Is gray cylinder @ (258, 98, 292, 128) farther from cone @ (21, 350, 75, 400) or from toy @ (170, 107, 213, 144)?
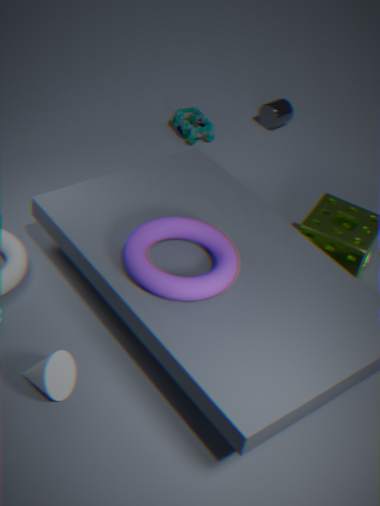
cone @ (21, 350, 75, 400)
